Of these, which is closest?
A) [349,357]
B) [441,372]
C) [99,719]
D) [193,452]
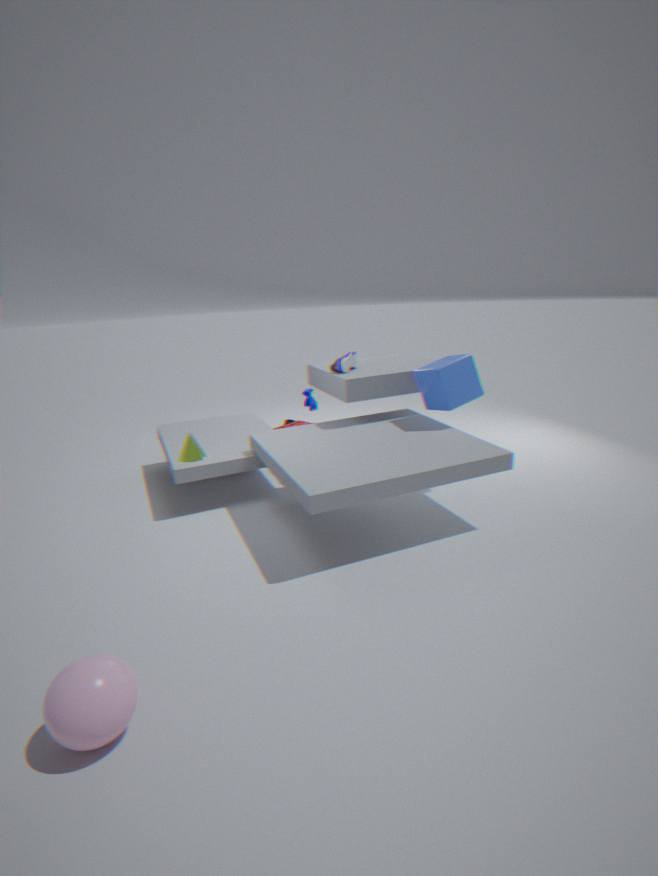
[99,719]
